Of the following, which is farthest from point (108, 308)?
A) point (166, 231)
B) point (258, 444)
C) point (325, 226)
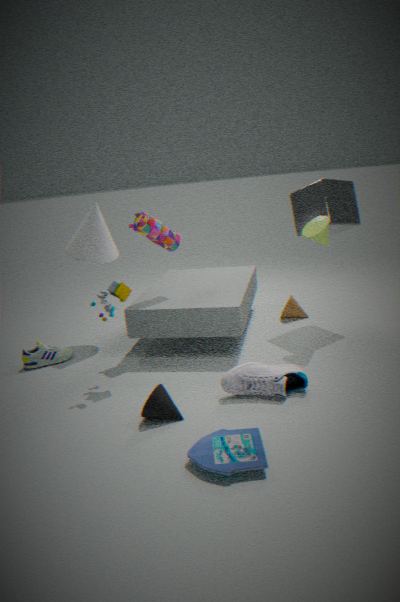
point (325, 226)
